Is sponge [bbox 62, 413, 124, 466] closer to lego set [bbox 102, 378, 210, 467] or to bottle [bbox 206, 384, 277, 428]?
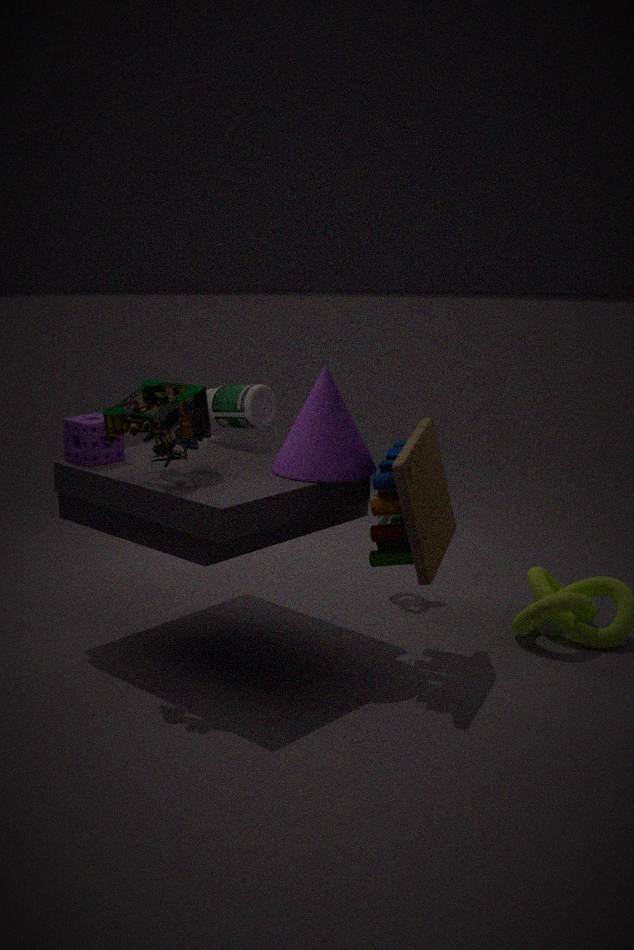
lego set [bbox 102, 378, 210, 467]
